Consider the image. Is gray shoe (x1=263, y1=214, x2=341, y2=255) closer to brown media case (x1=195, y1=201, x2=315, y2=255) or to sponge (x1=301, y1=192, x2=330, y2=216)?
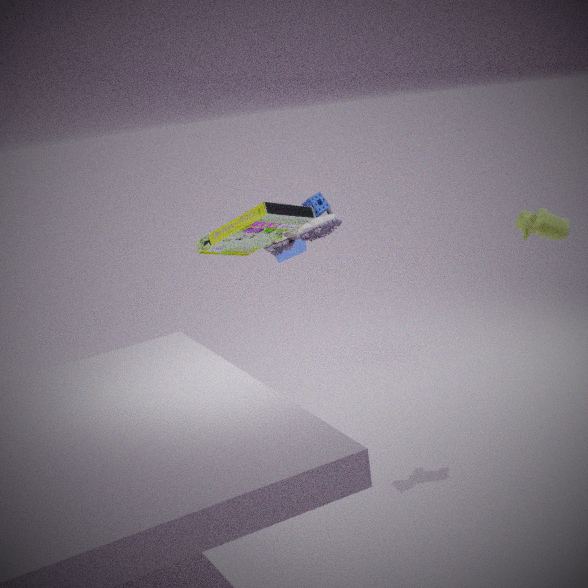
brown media case (x1=195, y1=201, x2=315, y2=255)
